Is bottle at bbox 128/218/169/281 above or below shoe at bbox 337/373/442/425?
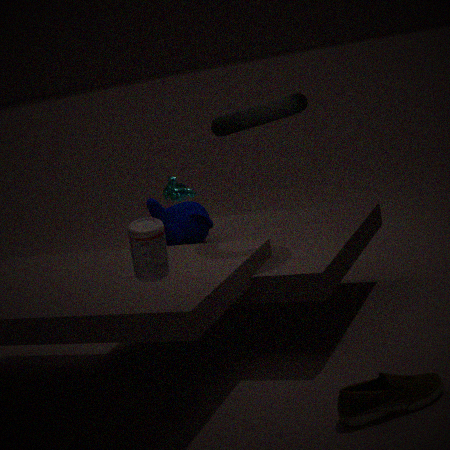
above
